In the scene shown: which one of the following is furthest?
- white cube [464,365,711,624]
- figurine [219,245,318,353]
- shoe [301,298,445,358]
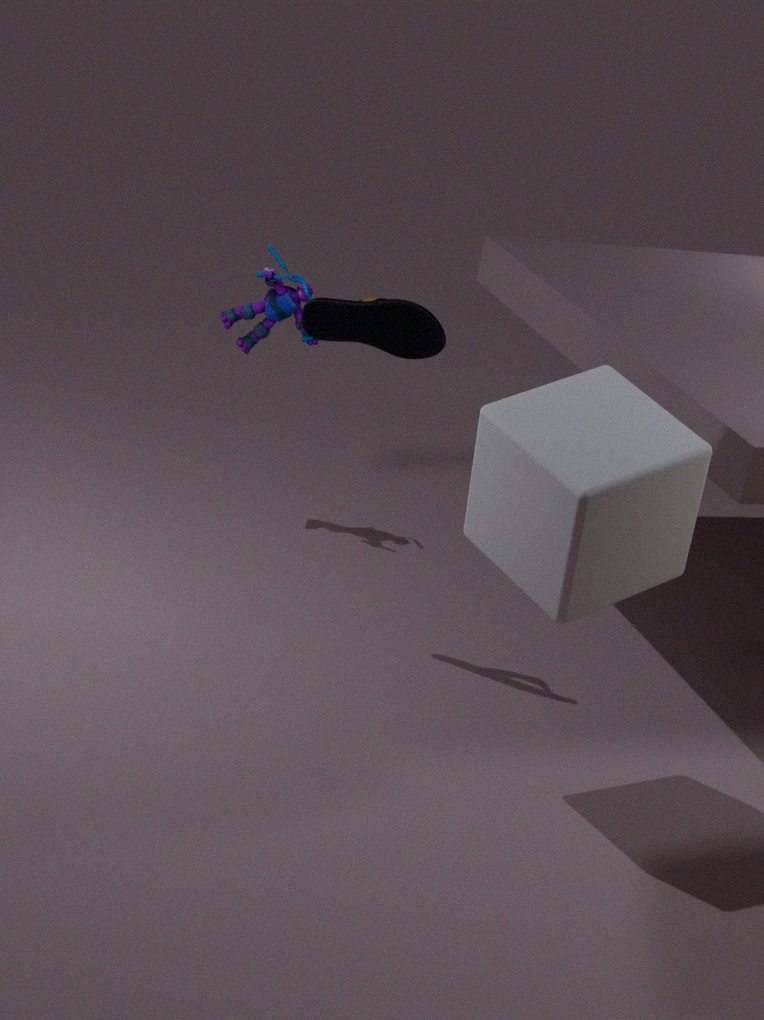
figurine [219,245,318,353]
